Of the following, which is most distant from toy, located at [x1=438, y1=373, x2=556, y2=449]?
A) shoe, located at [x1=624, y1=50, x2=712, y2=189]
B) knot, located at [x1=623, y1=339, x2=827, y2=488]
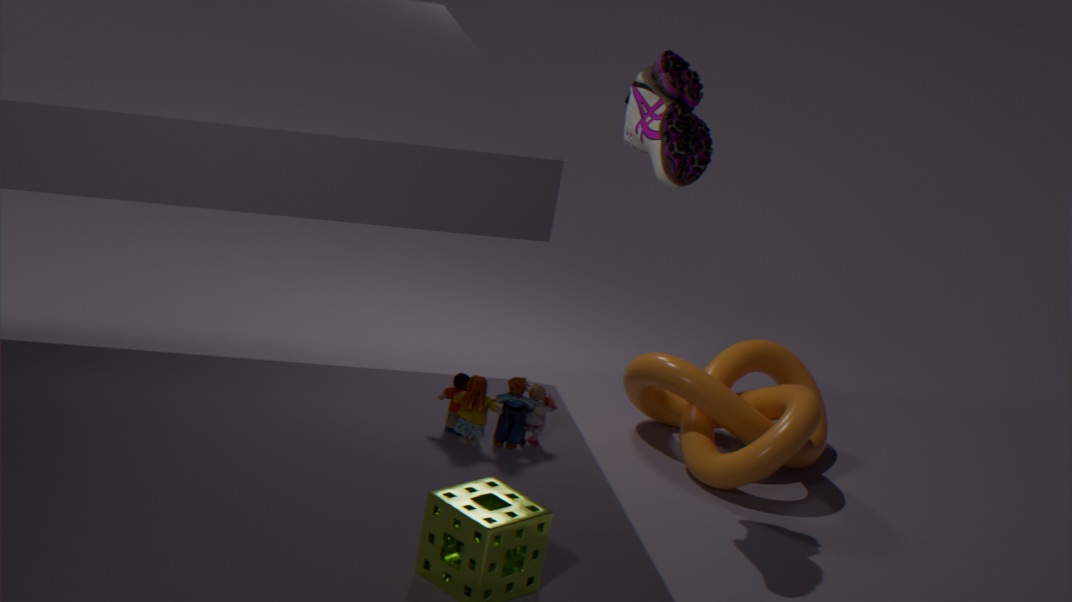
shoe, located at [x1=624, y1=50, x2=712, y2=189]
